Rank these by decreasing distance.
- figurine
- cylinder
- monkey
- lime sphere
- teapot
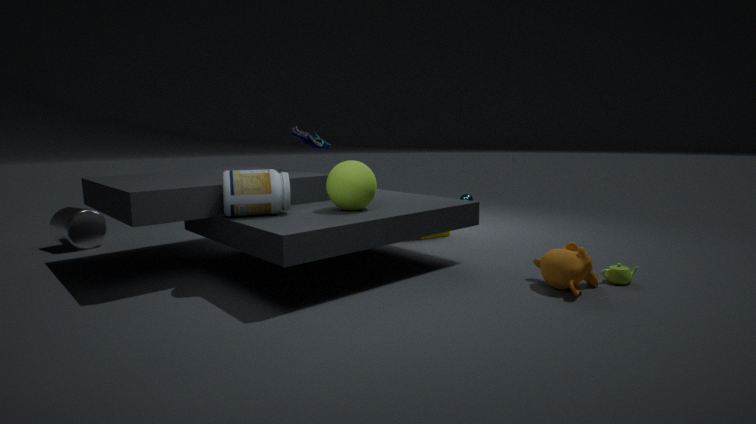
1. figurine
2. cylinder
3. lime sphere
4. teapot
5. monkey
